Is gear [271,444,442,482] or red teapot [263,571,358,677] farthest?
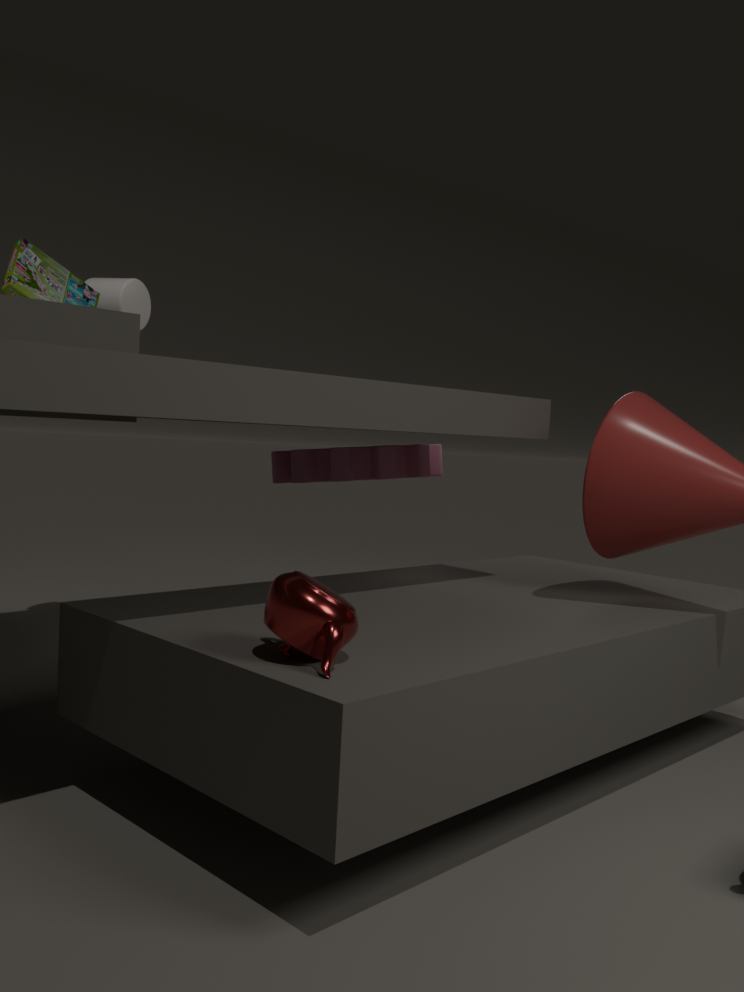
gear [271,444,442,482]
